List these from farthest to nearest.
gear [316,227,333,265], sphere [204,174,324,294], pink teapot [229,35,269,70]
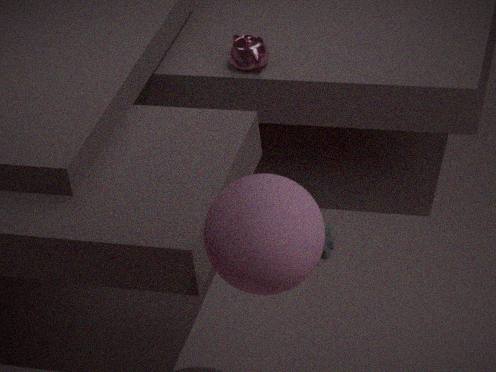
1. gear [316,227,333,265]
2. pink teapot [229,35,269,70]
3. sphere [204,174,324,294]
